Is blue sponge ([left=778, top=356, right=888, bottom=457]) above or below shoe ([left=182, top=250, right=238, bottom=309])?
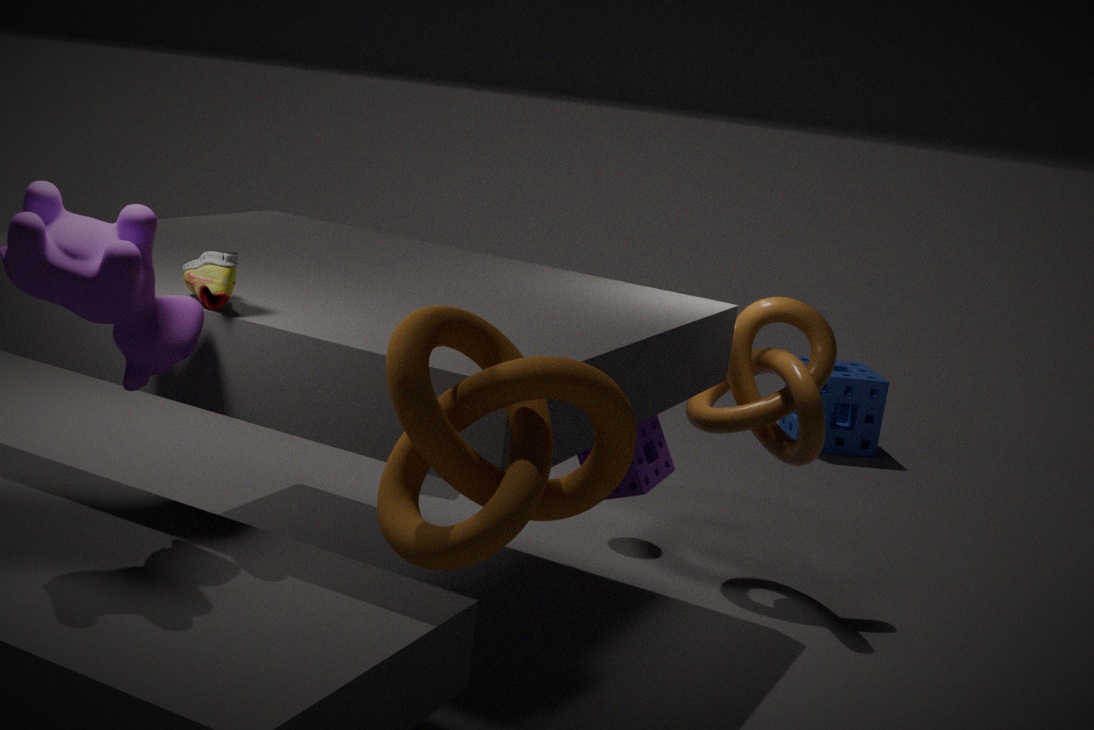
below
